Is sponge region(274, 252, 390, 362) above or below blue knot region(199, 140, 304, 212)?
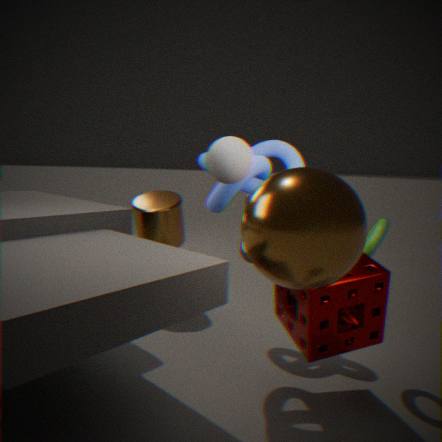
below
